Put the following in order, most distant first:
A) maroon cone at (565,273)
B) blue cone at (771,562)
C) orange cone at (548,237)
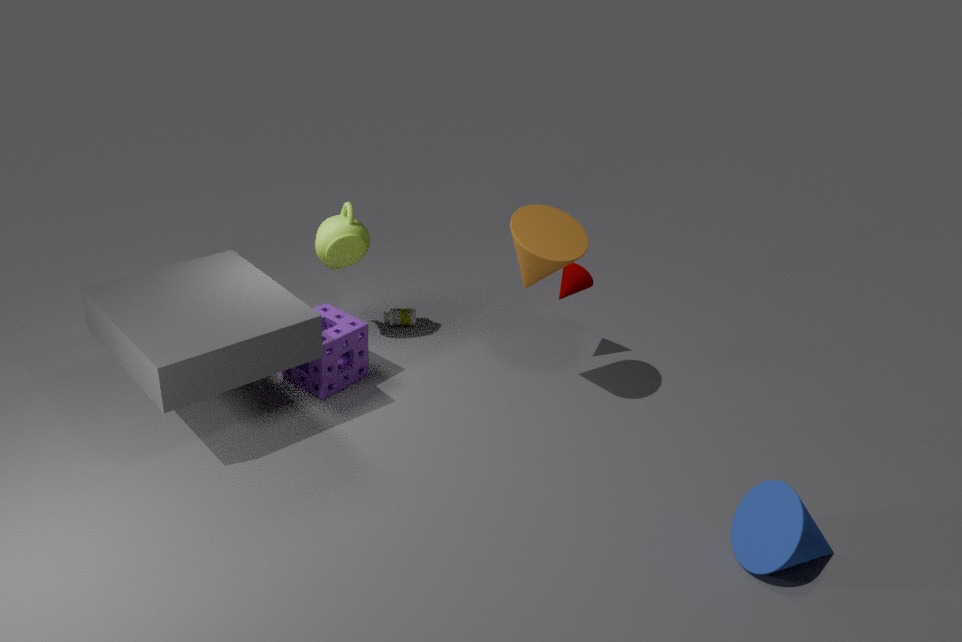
maroon cone at (565,273) → orange cone at (548,237) → blue cone at (771,562)
